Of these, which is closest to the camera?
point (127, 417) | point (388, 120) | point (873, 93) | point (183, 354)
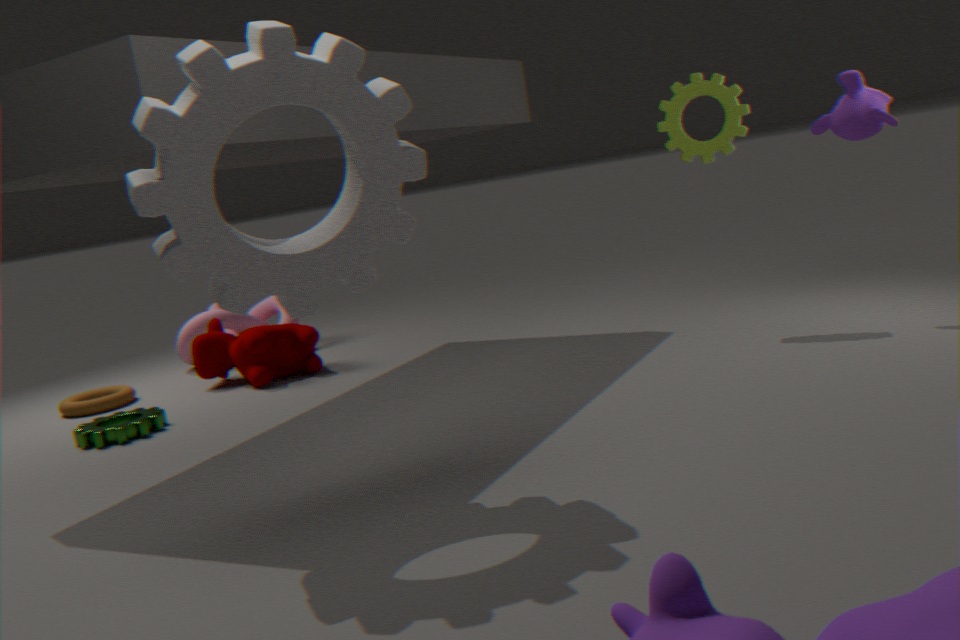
point (388, 120)
